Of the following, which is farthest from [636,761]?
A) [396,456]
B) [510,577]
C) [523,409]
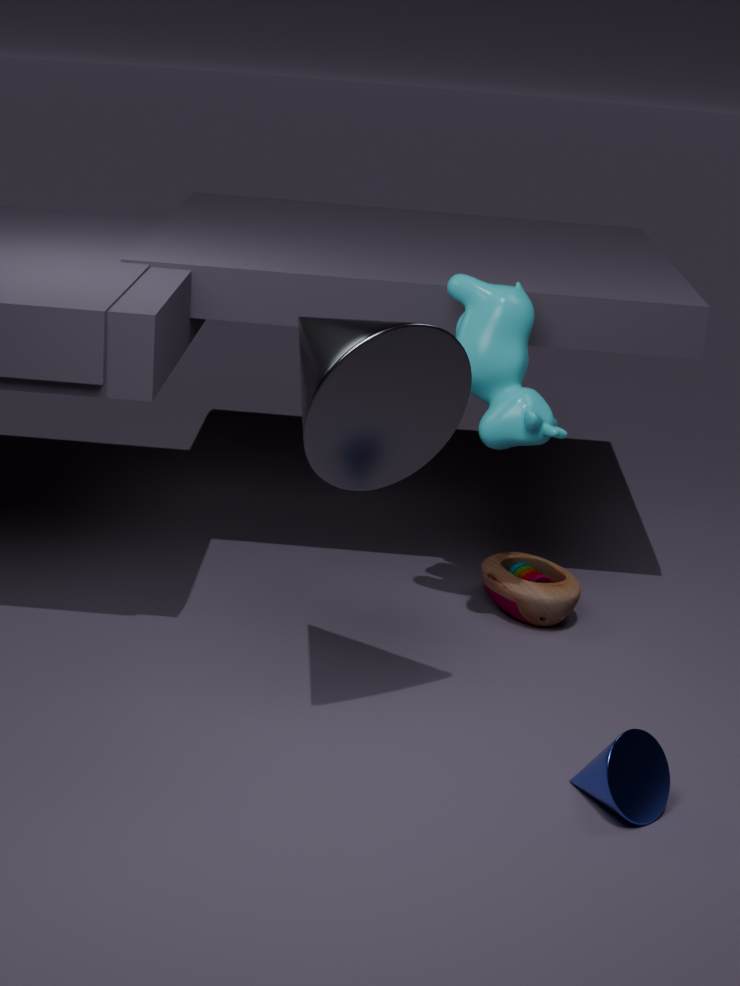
[523,409]
